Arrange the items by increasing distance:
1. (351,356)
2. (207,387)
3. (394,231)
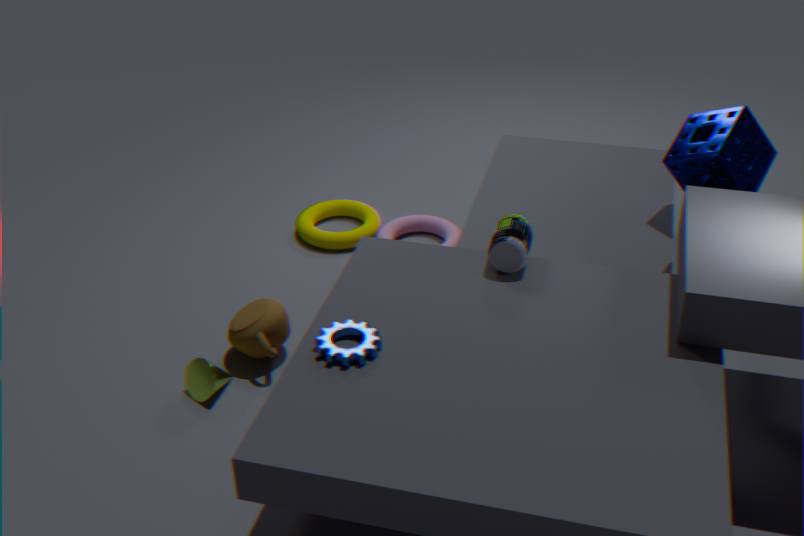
(351,356), (207,387), (394,231)
